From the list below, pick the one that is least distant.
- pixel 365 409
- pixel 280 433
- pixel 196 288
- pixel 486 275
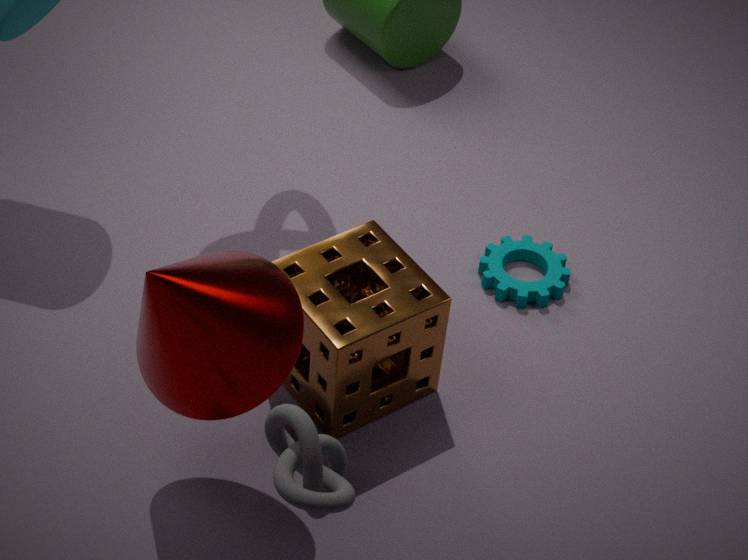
pixel 280 433
